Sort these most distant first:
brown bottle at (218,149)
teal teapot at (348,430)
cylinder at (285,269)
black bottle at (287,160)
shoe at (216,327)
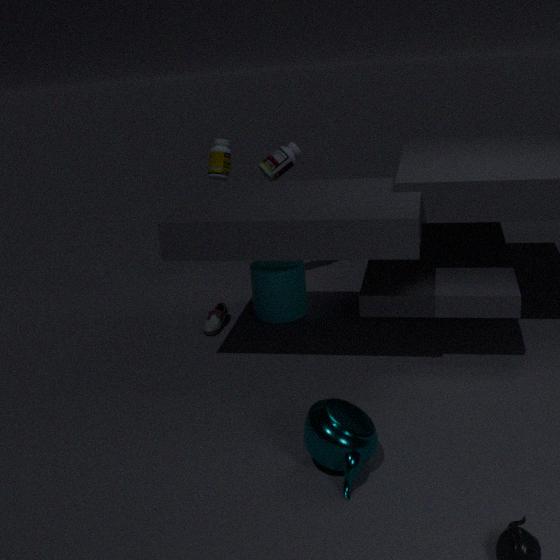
black bottle at (287,160) → brown bottle at (218,149) → cylinder at (285,269) → shoe at (216,327) → teal teapot at (348,430)
